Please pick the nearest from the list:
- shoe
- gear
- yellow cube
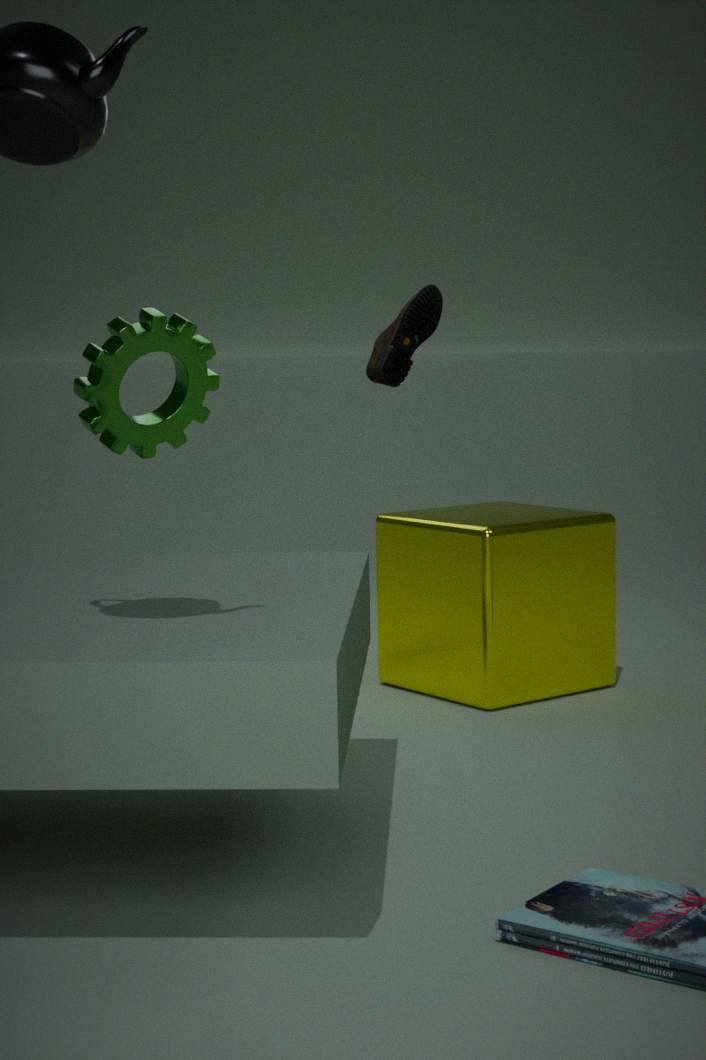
gear
